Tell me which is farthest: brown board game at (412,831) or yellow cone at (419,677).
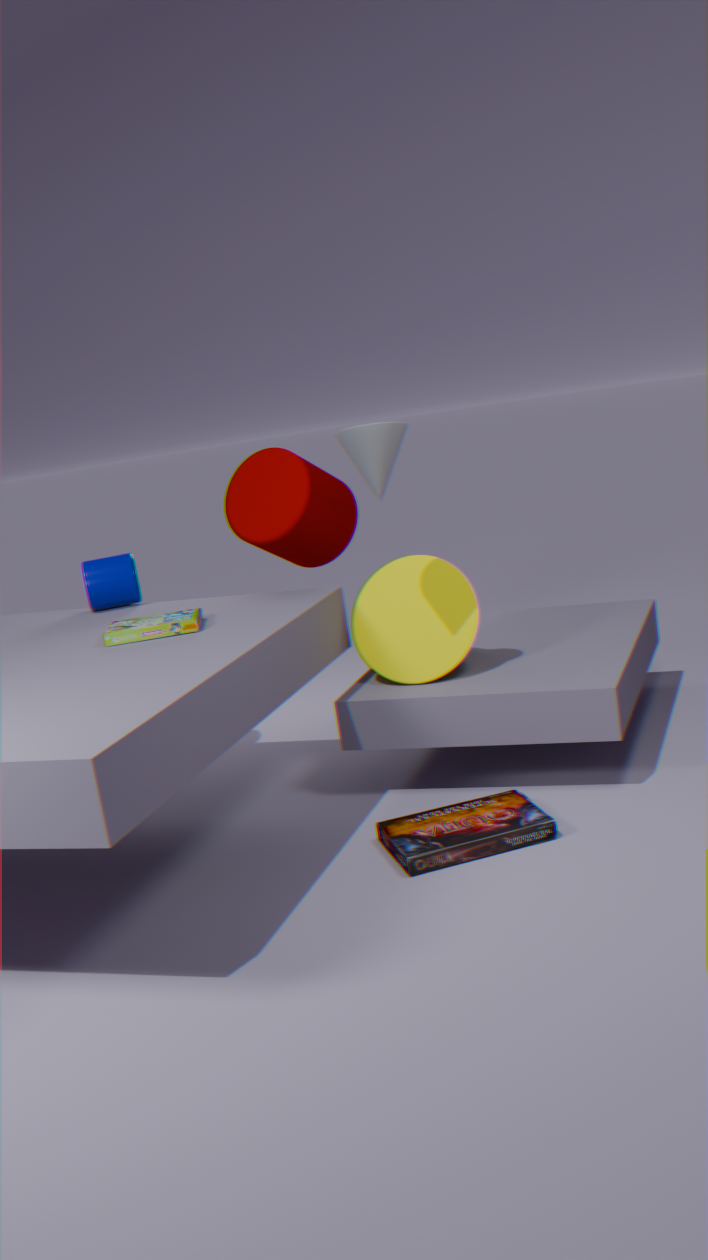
yellow cone at (419,677)
